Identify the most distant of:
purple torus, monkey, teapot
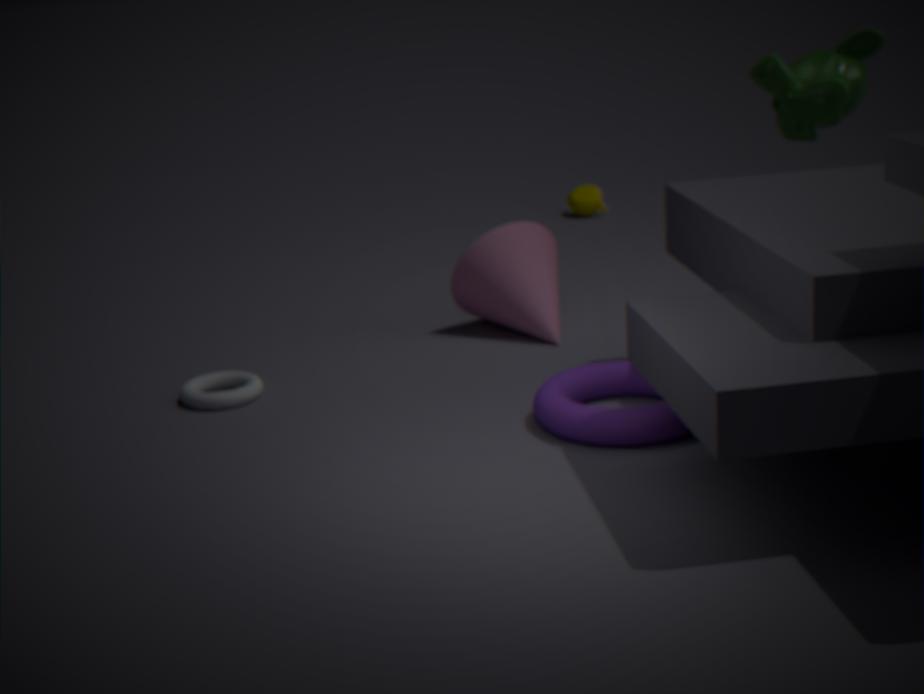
teapot
